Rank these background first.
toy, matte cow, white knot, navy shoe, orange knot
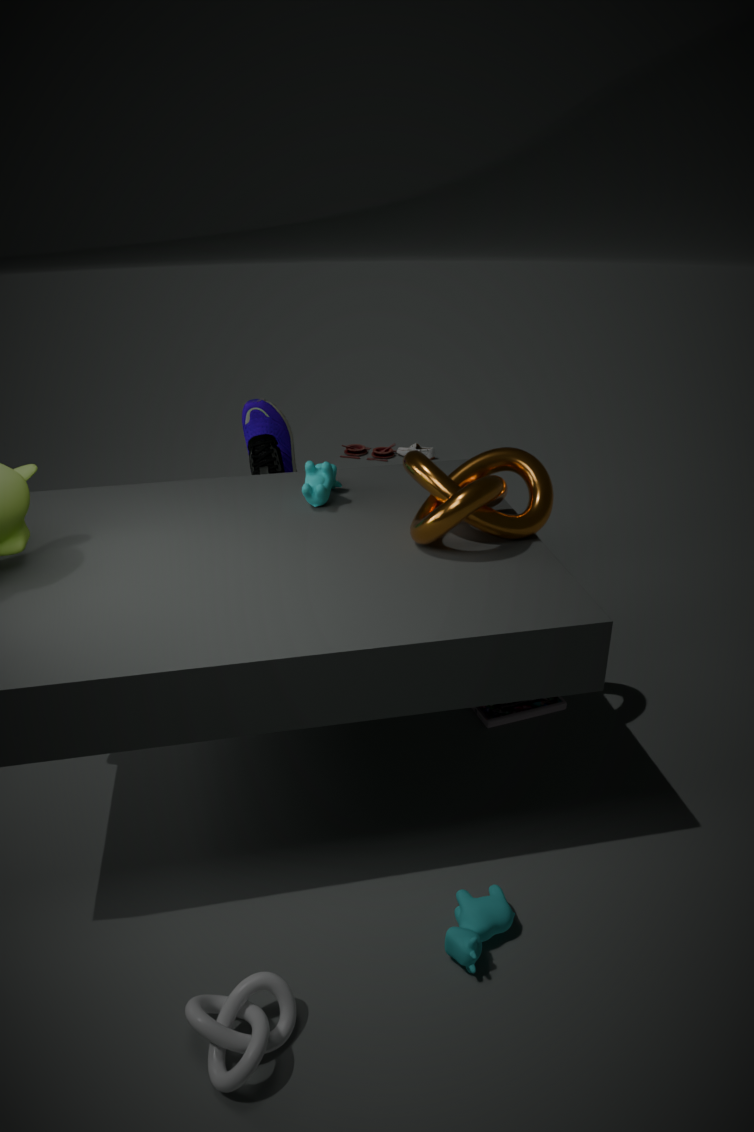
toy < navy shoe < matte cow < orange knot < white knot
